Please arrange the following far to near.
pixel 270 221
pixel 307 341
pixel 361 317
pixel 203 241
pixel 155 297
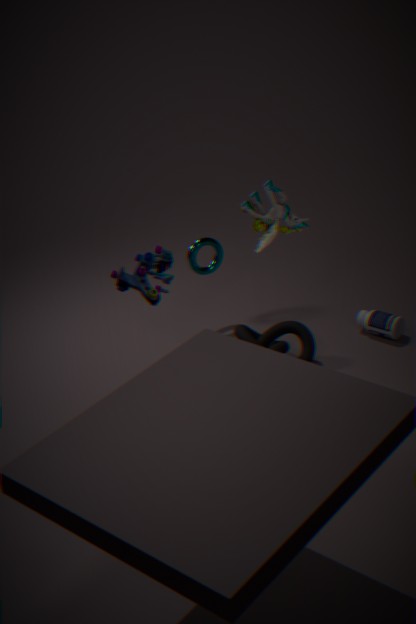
1. pixel 203 241
2. pixel 361 317
3. pixel 307 341
4. pixel 270 221
5. pixel 155 297
